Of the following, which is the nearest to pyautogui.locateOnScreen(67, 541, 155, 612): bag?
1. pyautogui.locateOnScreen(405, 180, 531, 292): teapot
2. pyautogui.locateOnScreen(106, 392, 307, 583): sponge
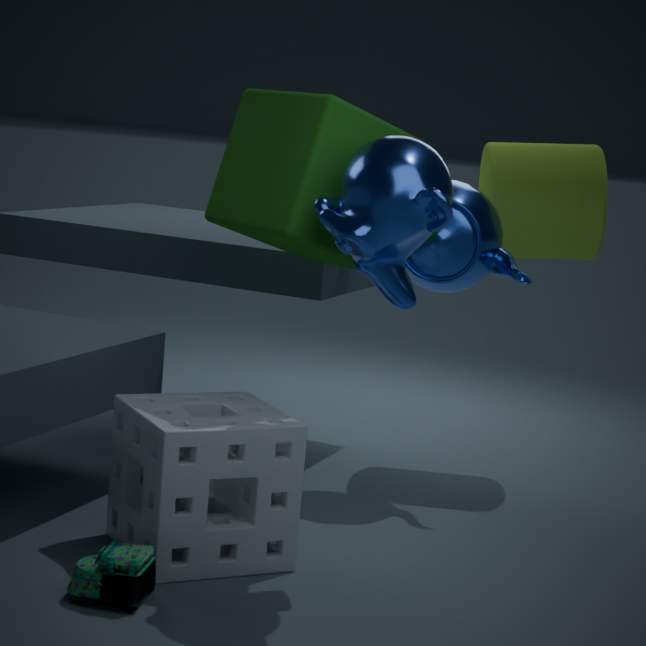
pyautogui.locateOnScreen(106, 392, 307, 583): sponge
